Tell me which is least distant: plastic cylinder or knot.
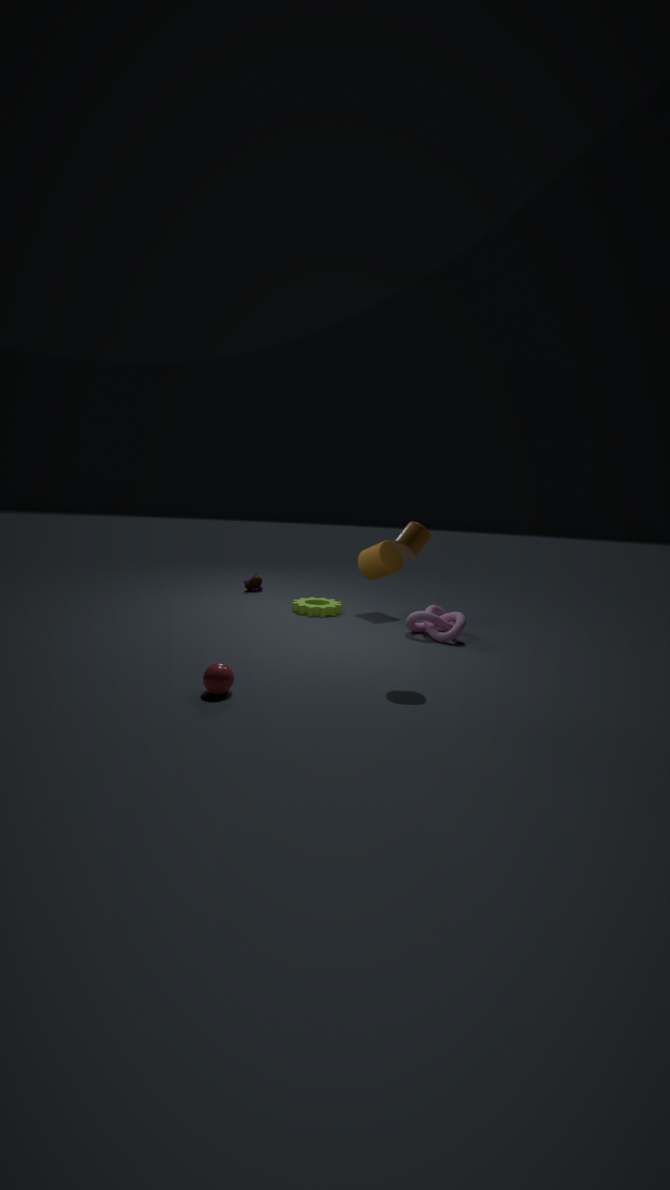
plastic cylinder
